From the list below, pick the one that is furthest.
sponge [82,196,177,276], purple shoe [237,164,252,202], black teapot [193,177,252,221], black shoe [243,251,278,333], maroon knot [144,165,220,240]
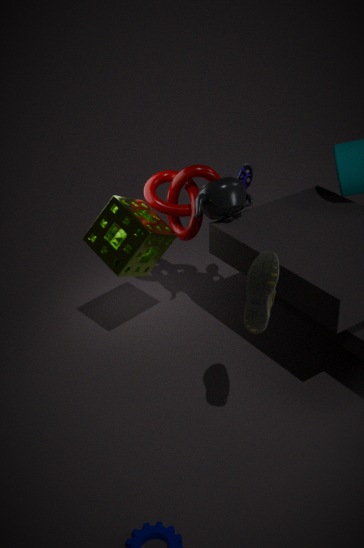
maroon knot [144,165,220,240]
